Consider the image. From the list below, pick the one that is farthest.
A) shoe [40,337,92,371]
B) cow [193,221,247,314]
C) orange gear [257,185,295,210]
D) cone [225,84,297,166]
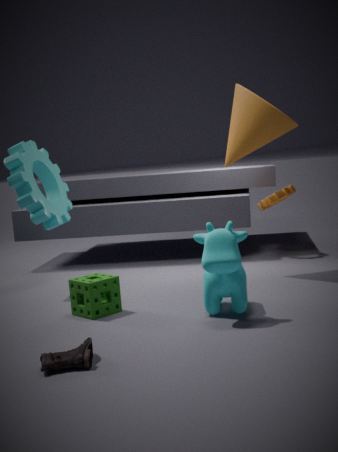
orange gear [257,185,295,210]
